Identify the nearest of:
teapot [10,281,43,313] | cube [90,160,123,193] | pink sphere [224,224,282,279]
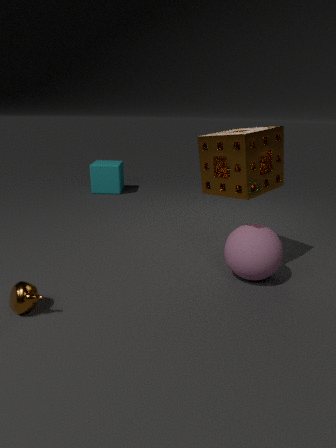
teapot [10,281,43,313]
